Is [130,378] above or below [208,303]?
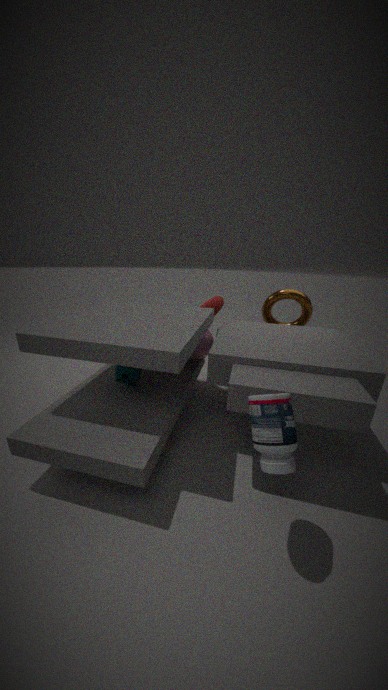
below
